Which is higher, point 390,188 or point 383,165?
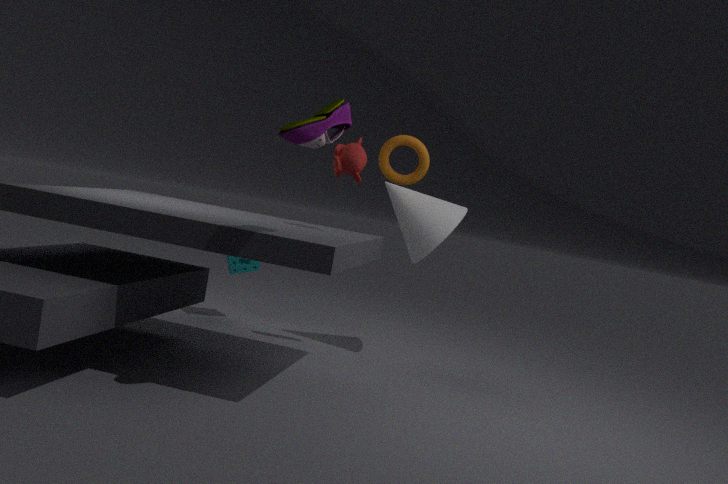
point 383,165
